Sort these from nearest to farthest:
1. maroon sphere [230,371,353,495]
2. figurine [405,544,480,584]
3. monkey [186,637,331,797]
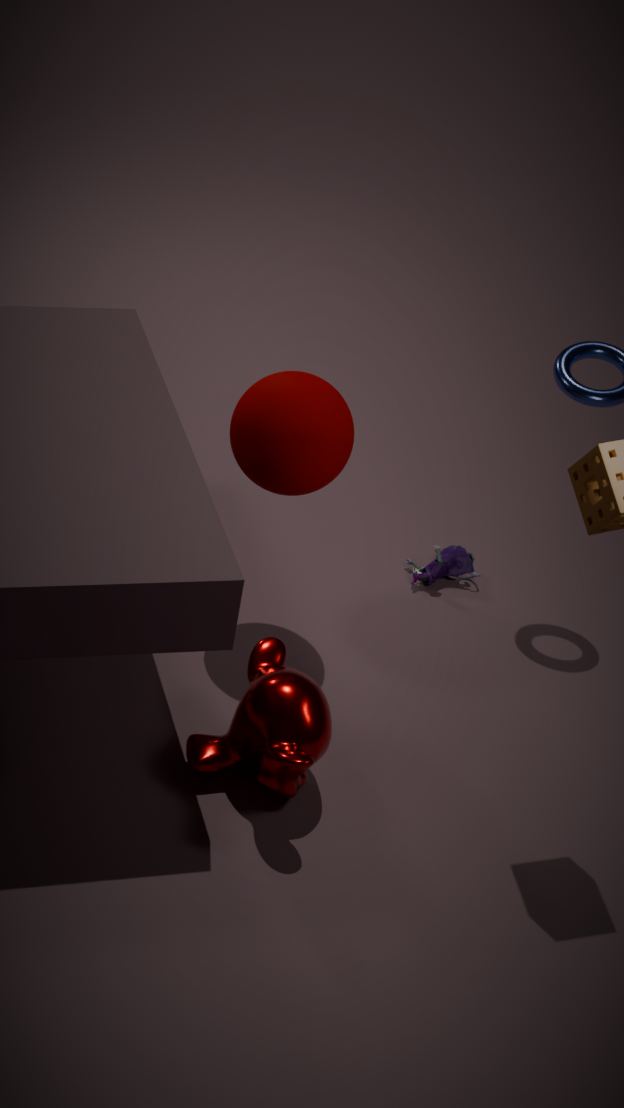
monkey [186,637,331,797] → maroon sphere [230,371,353,495] → figurine [405,544,480,584]
